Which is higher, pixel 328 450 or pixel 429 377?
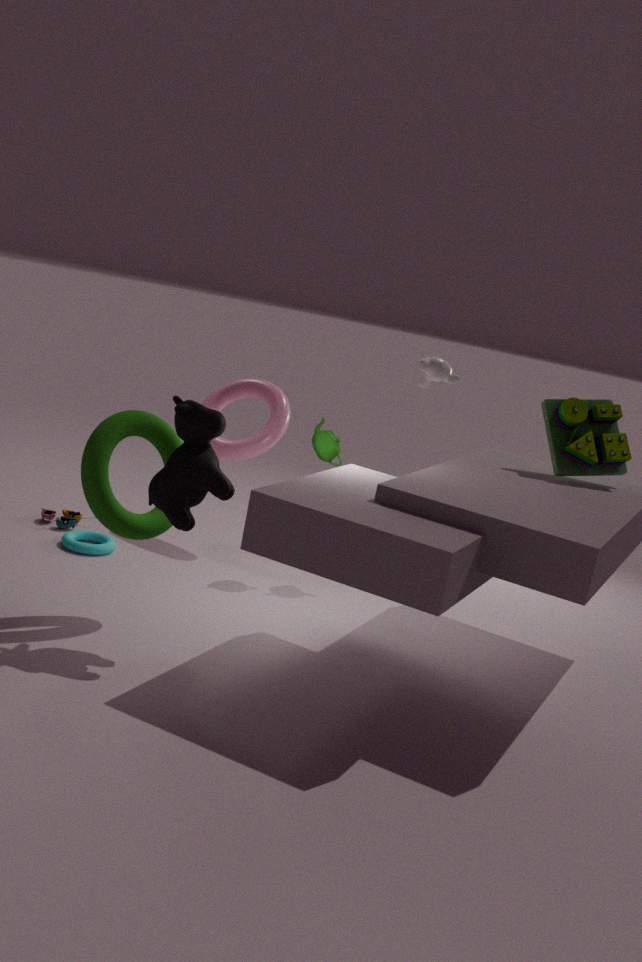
pixel 429 377
